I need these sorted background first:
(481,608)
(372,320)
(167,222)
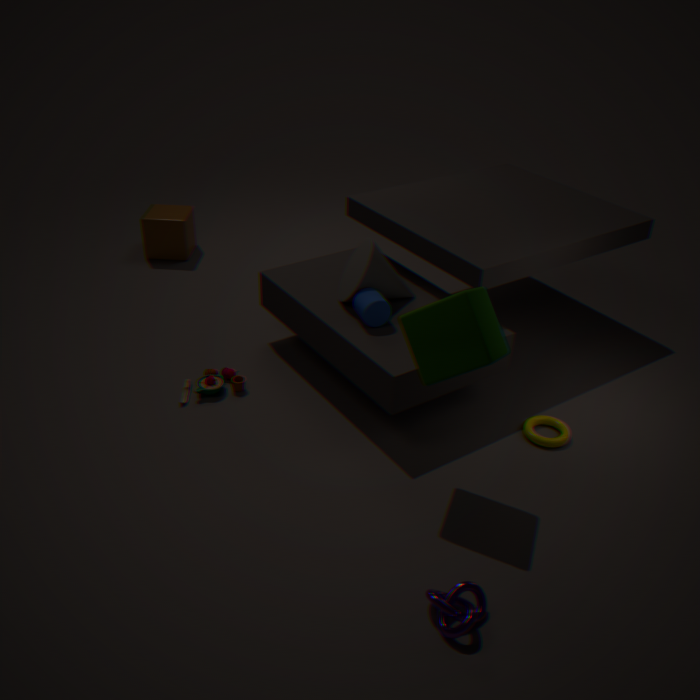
(167,222) < (372,320) < (481,608)
